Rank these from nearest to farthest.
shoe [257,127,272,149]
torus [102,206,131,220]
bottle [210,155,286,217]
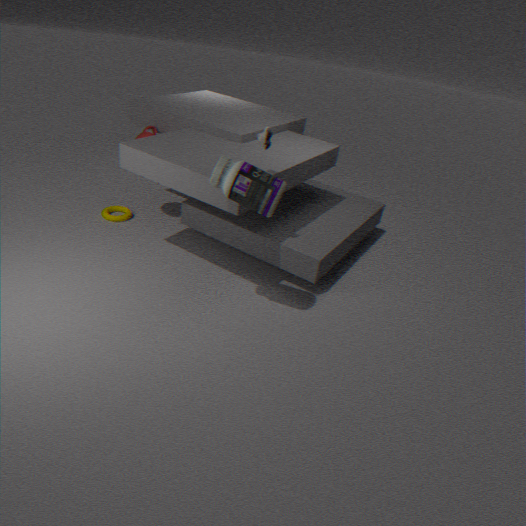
1. bottle [210,155,286,217]
2. shoe [257,127,272,149]
3. torus [102,206,131,220]
